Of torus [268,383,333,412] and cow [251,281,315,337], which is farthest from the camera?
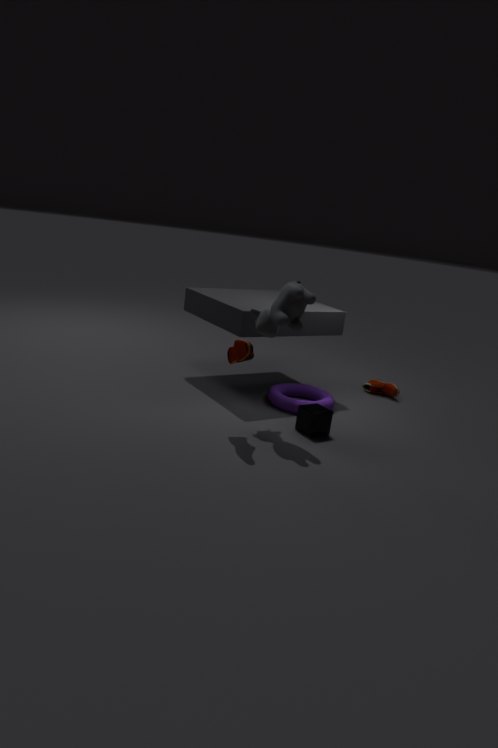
torus [268,383,333,412]
